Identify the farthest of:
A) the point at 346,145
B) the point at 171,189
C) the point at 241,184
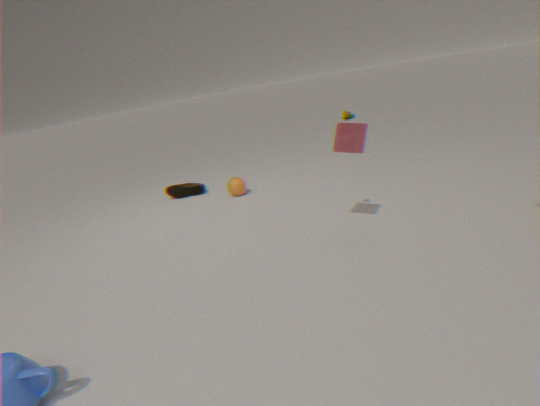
the point at 171,189
